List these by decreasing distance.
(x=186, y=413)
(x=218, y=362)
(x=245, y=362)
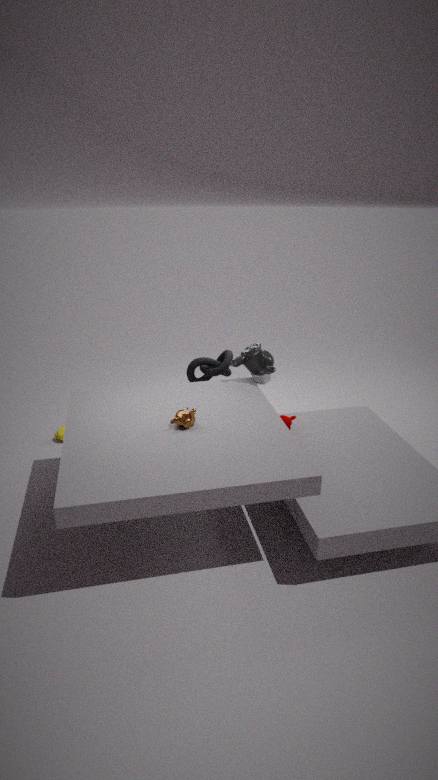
(x=218, y=362) < (x=245, y=362) < (x=186, y=413)
